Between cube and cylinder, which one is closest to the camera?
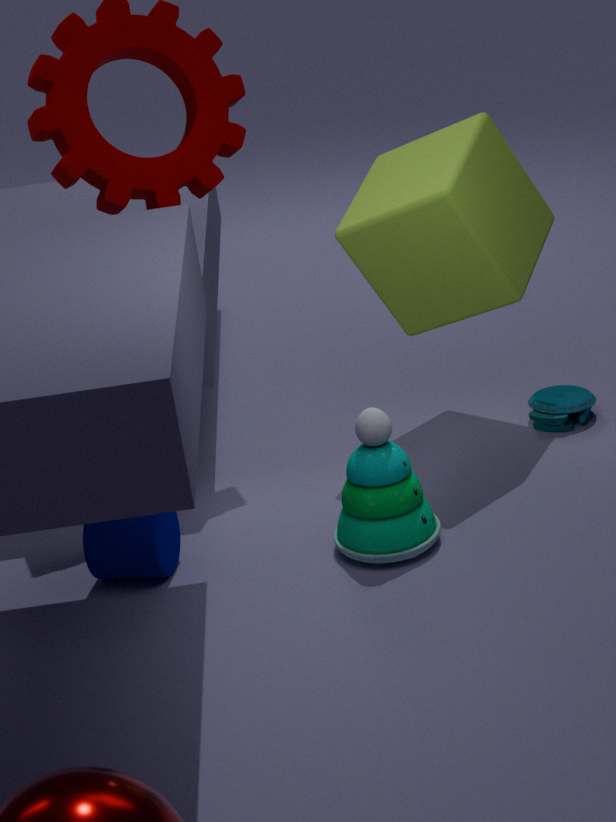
cylinder
